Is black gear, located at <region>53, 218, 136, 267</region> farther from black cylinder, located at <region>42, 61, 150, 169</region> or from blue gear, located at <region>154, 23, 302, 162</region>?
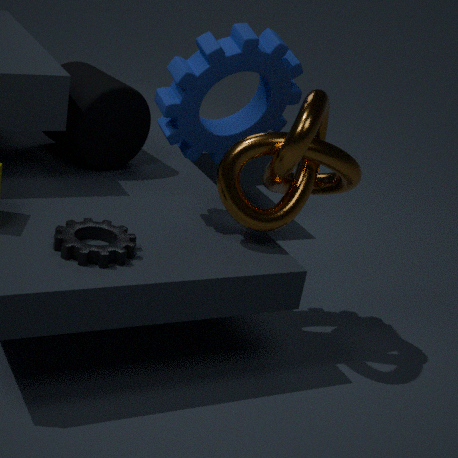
black cylinder, located at <region>42, 61, 150, 169</region>
